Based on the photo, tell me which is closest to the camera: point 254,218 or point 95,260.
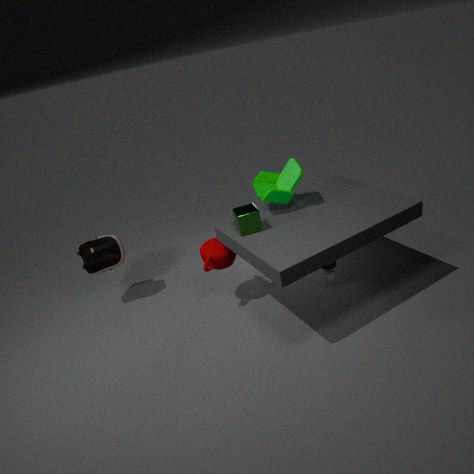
point 254,218
